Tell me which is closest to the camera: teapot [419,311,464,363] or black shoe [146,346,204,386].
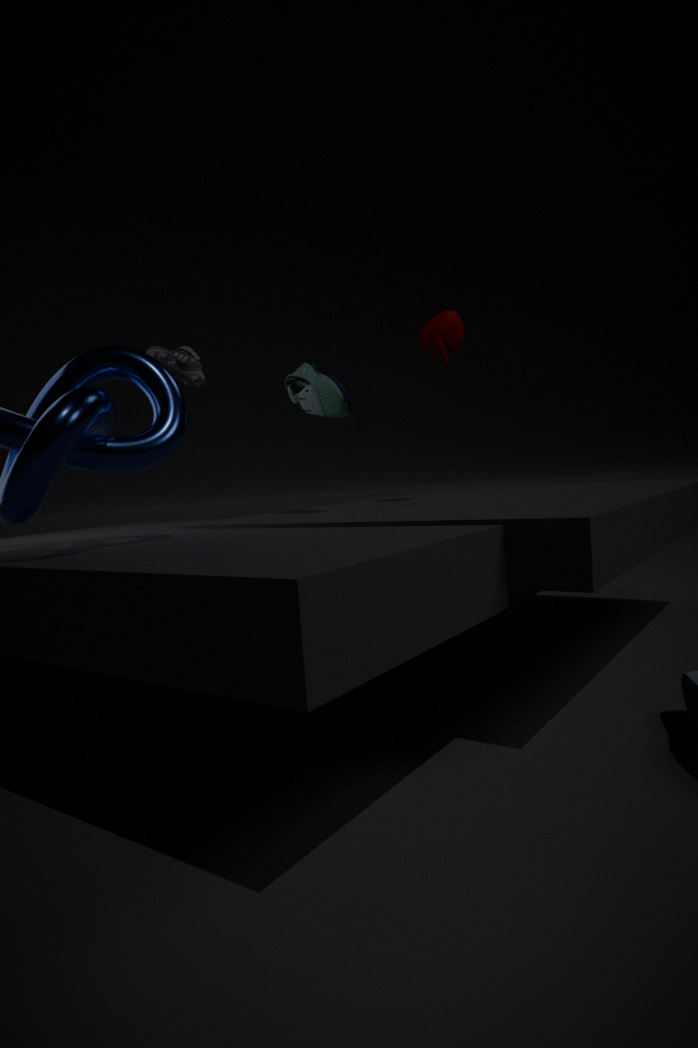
teapot [419,311,464,363]
